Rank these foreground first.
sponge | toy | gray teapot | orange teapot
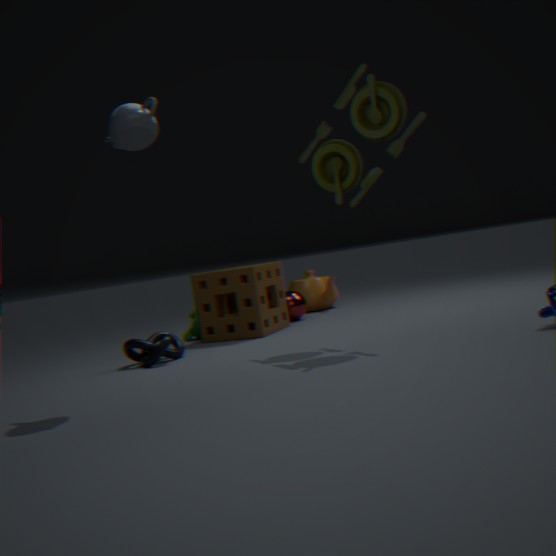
1. gray teapot
2. toy
3. sponge
4. orange teapot
